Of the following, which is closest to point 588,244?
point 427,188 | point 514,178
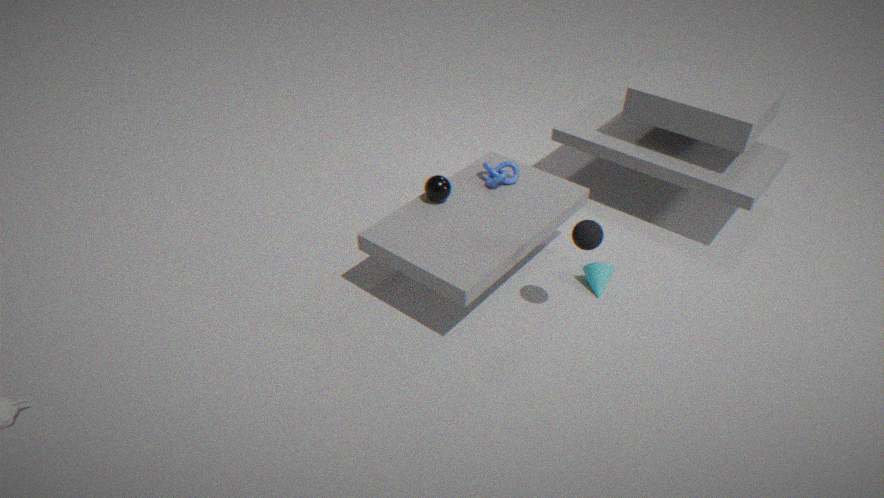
point 514,178
